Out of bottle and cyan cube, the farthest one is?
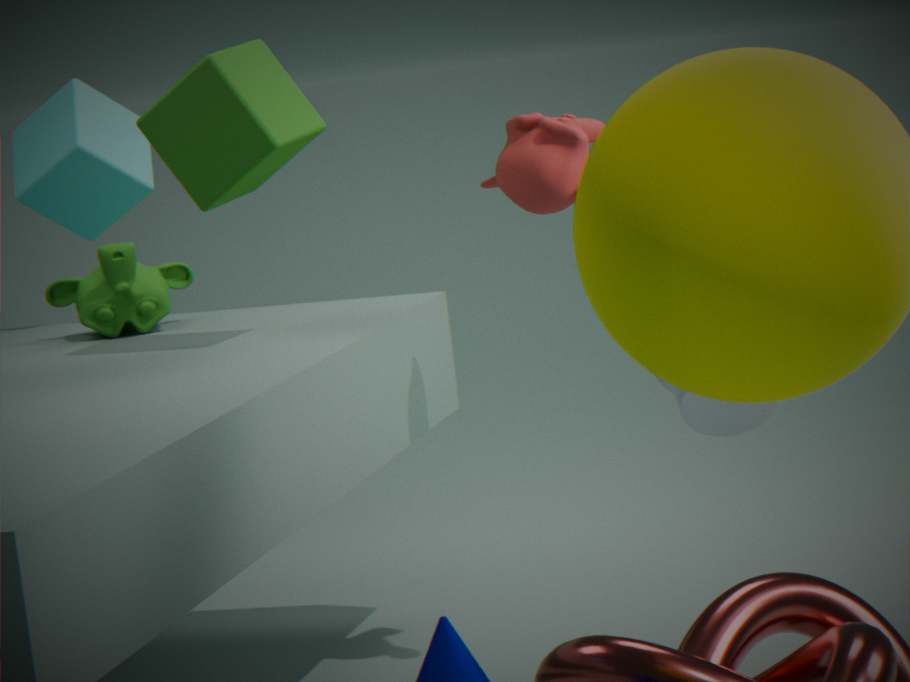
cyan cube
